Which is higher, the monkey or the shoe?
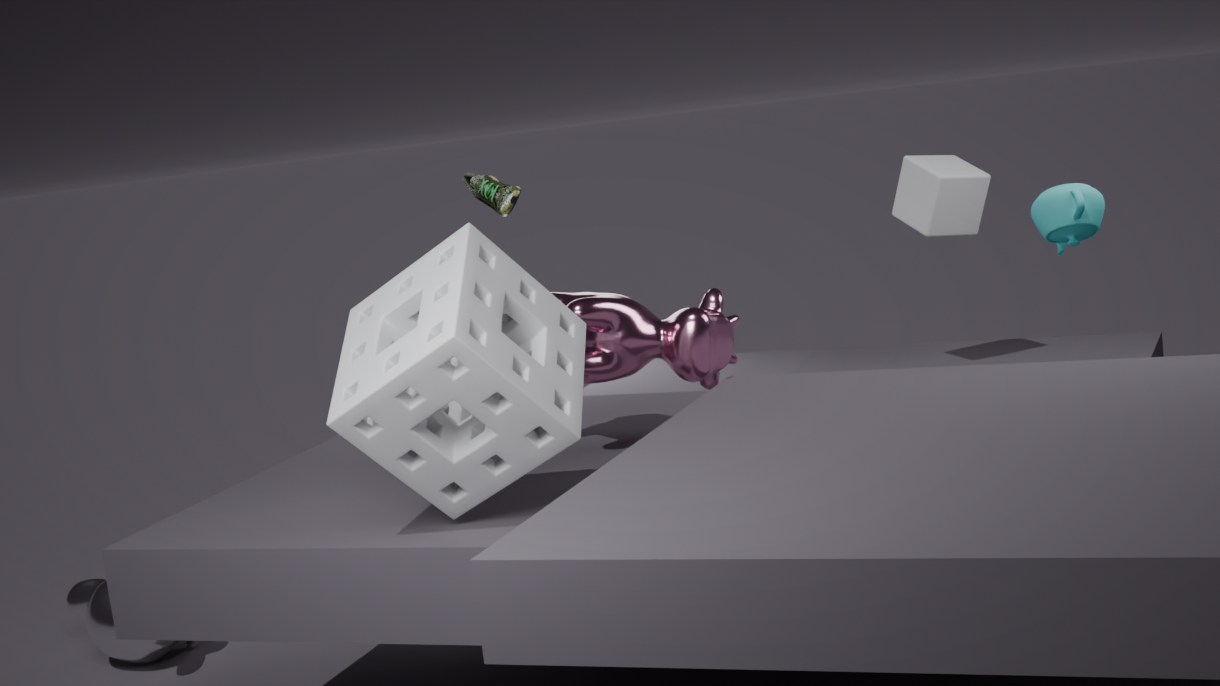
the shoe
